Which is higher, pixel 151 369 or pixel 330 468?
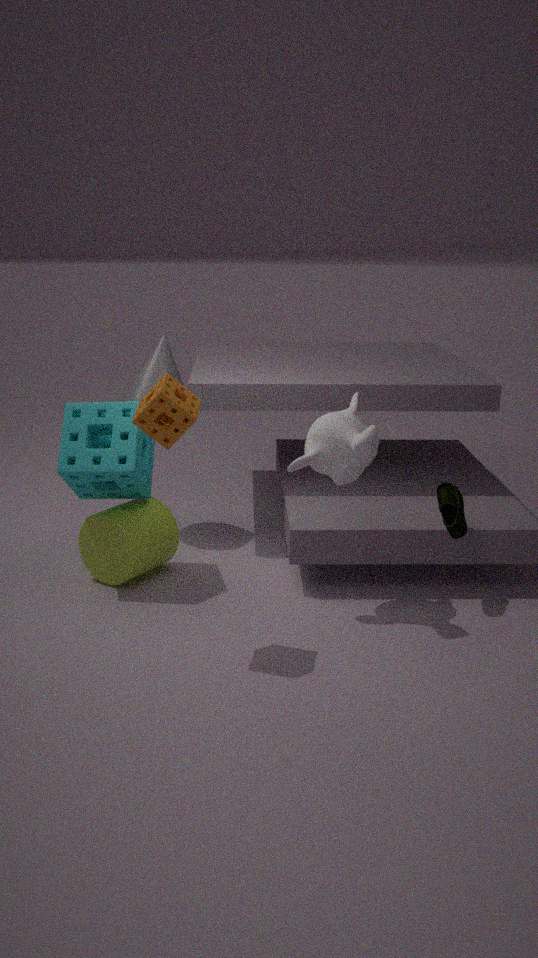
pixel 151 369
